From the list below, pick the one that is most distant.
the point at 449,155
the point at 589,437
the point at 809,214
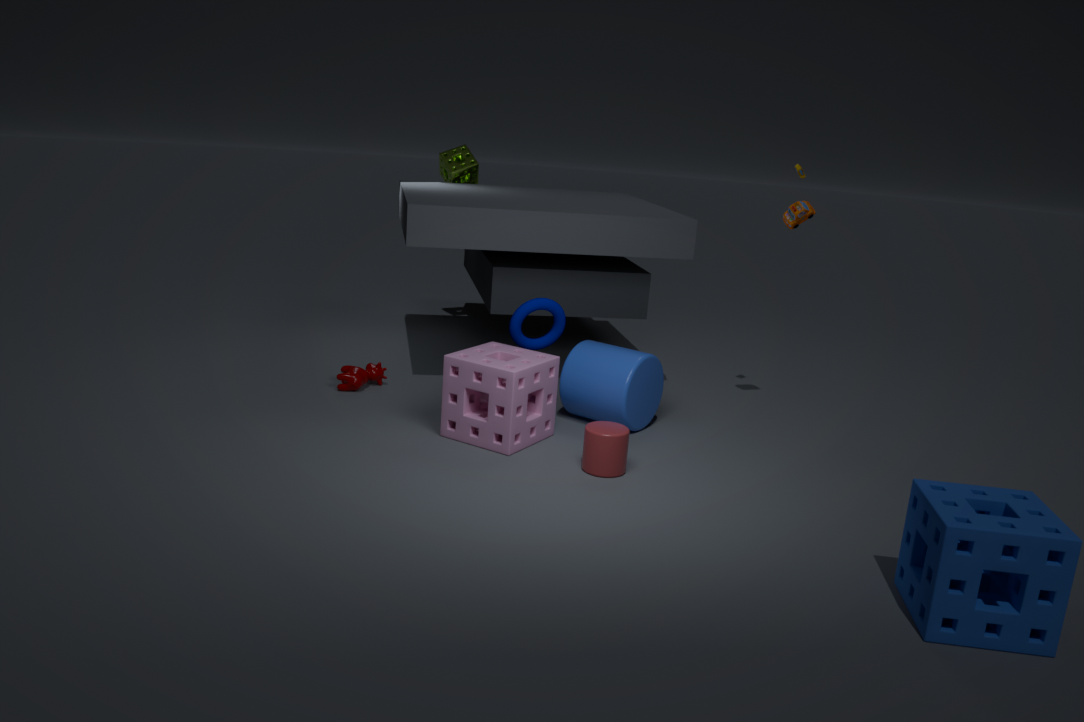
the point at 449,155
